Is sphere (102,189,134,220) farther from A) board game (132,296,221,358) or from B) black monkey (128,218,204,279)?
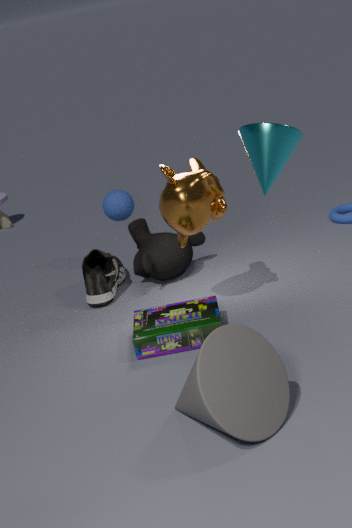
A) board game (132,296,221,358)
